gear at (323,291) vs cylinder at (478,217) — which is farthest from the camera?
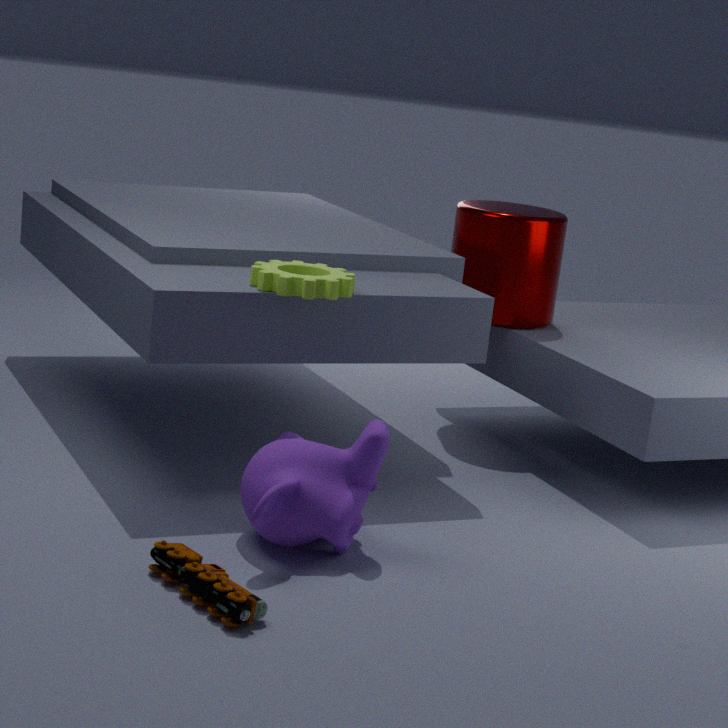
cylinder at (478,217)
